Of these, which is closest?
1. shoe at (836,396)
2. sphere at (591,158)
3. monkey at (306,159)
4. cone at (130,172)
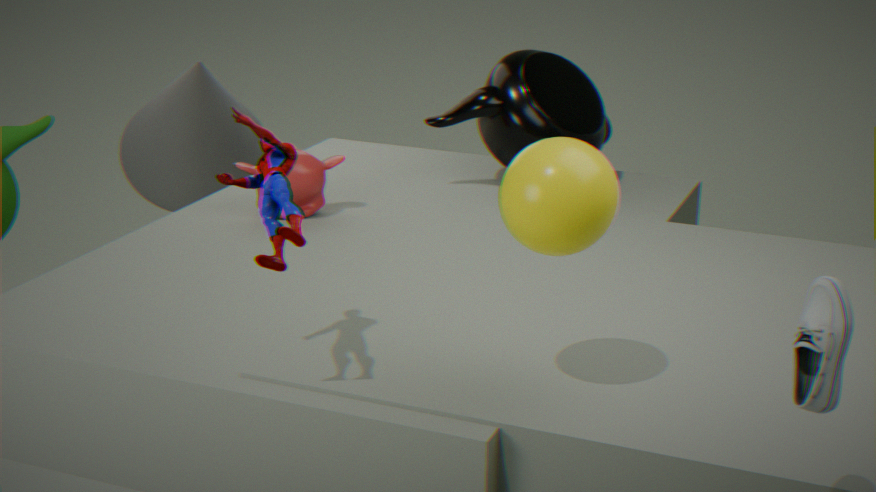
shoe at (836,396)
